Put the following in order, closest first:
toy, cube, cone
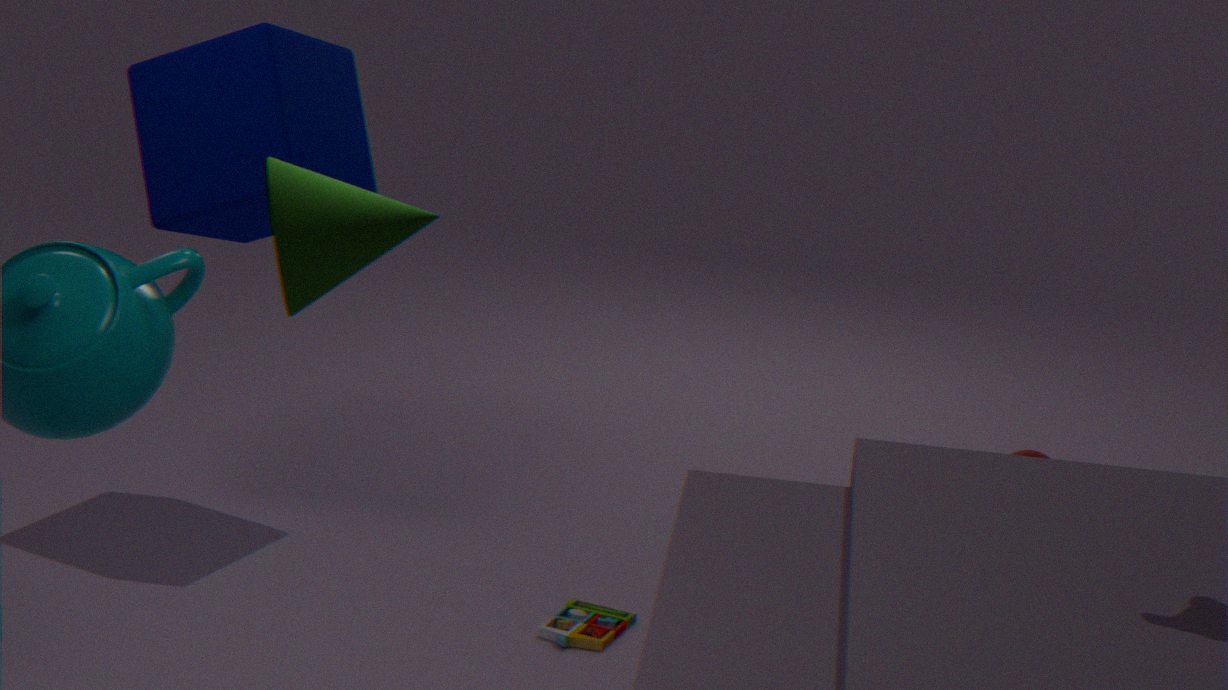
cone < toy < cube
